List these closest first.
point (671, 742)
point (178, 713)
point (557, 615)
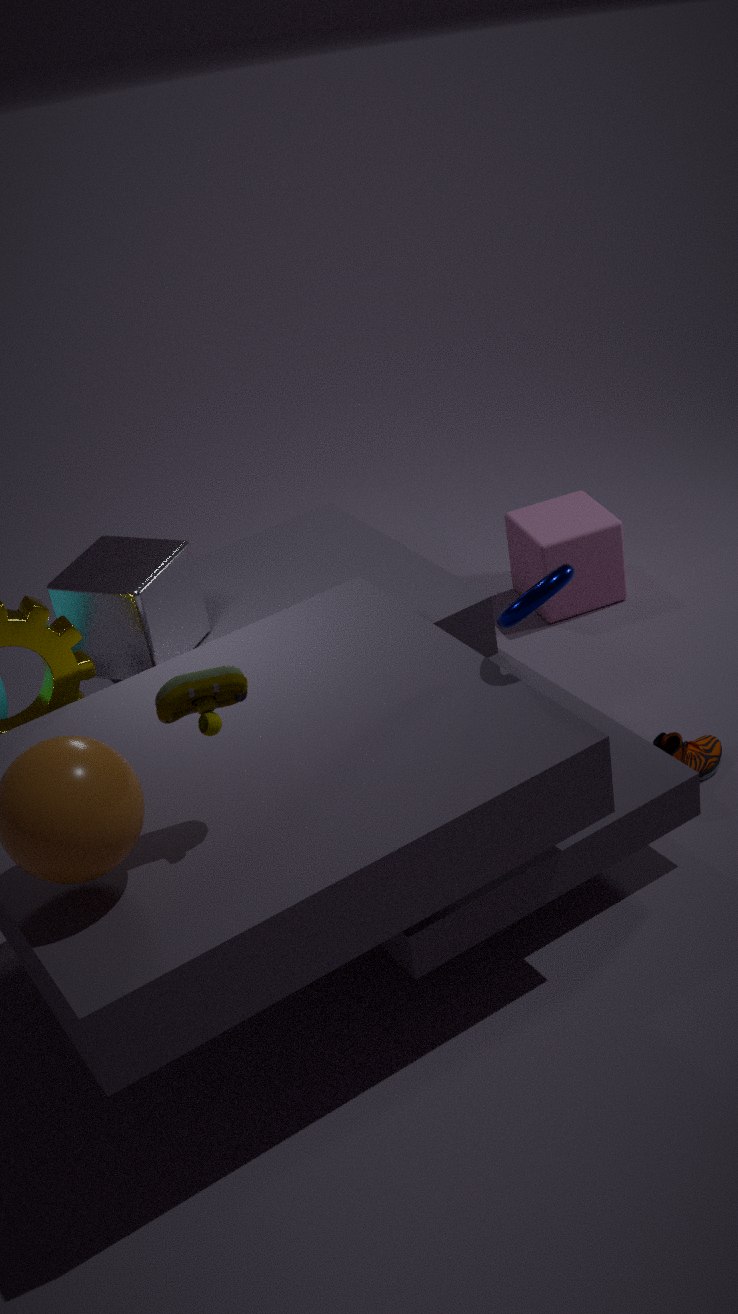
point (178, 713) < point (671, 742) < point (557, 615)
